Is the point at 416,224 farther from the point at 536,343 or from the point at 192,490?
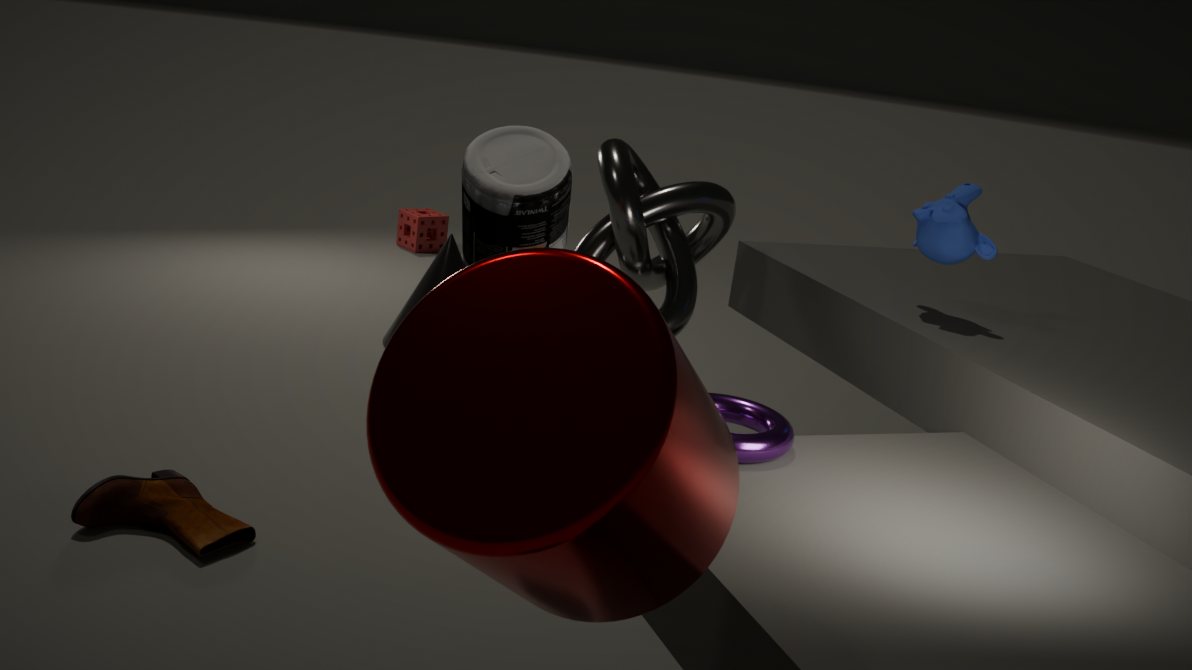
the point at 536,343
